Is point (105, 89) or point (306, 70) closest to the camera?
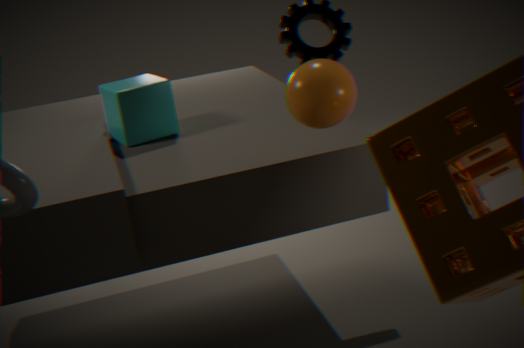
point (306, 70)
